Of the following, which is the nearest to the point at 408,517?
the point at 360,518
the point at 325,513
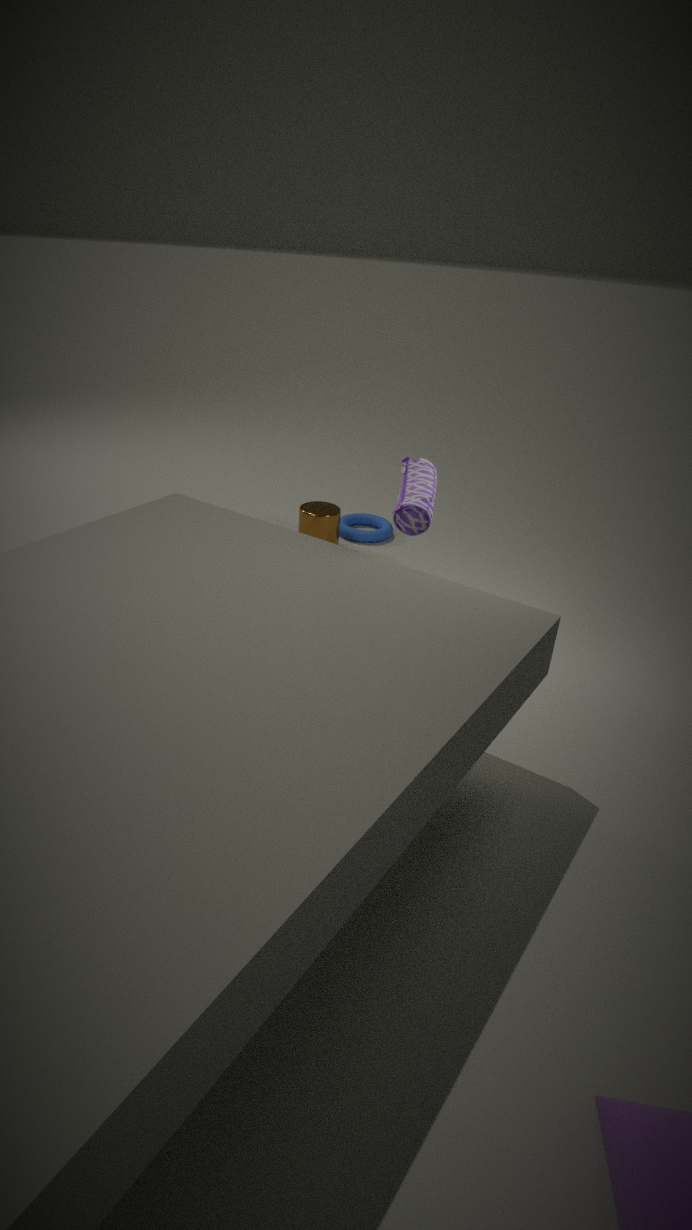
the point at 325,513
